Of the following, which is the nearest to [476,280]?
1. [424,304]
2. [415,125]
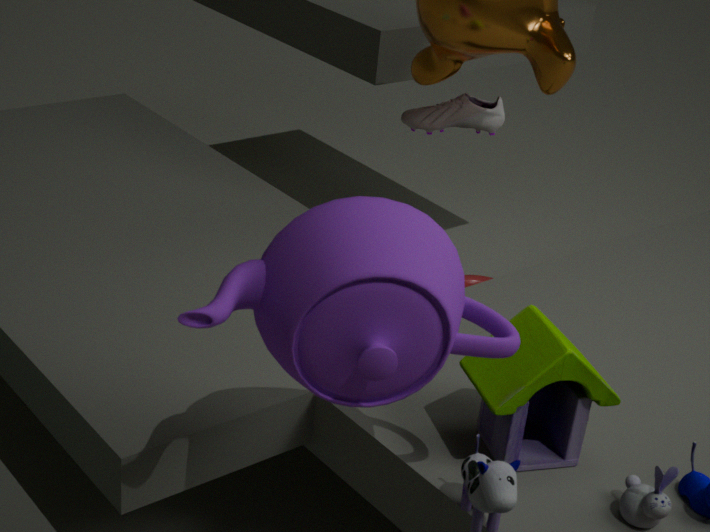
[415,125]
